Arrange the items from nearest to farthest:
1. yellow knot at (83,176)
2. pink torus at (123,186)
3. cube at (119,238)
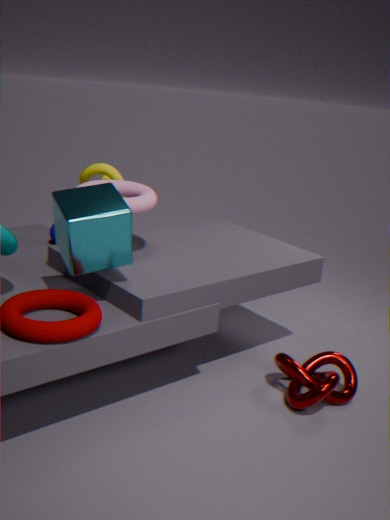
1. cube at (119,238)
2. pink torus at (123,186)
3. yellow knot at (83,176)
